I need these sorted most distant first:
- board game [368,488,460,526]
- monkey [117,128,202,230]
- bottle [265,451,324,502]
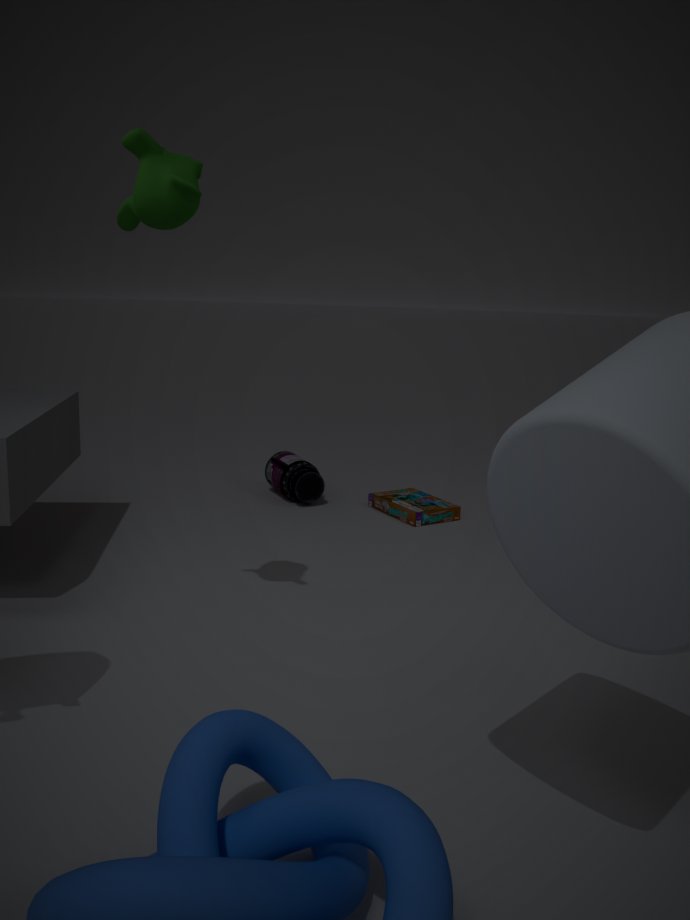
1. bottle [265,451,324,502]
2. board game [368,488,460,526]
3. monkey [117,128,202,230]
